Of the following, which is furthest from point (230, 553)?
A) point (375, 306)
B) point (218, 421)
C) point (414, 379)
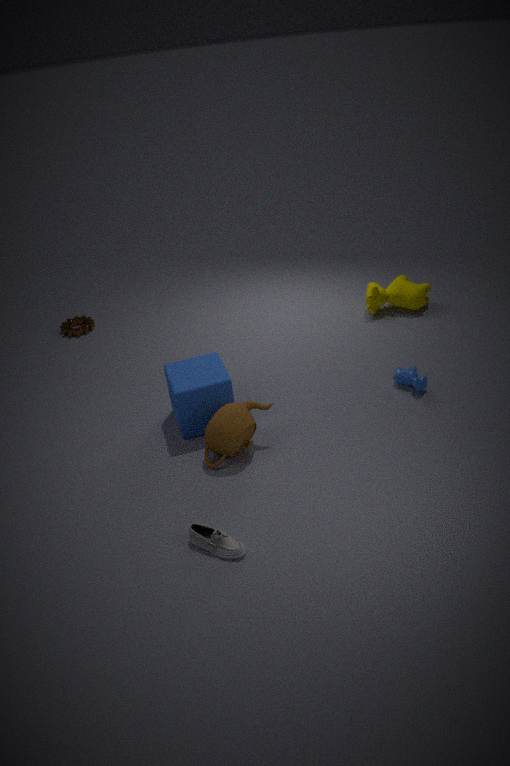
point (375, 306)
